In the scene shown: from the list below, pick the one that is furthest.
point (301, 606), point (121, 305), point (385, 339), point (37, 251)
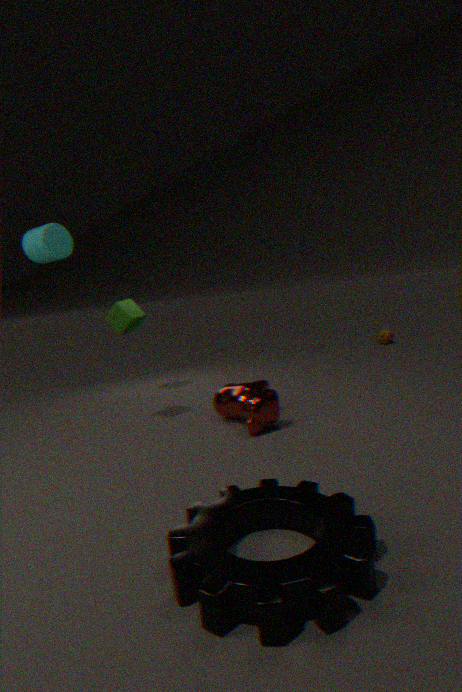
point (385, 339)
